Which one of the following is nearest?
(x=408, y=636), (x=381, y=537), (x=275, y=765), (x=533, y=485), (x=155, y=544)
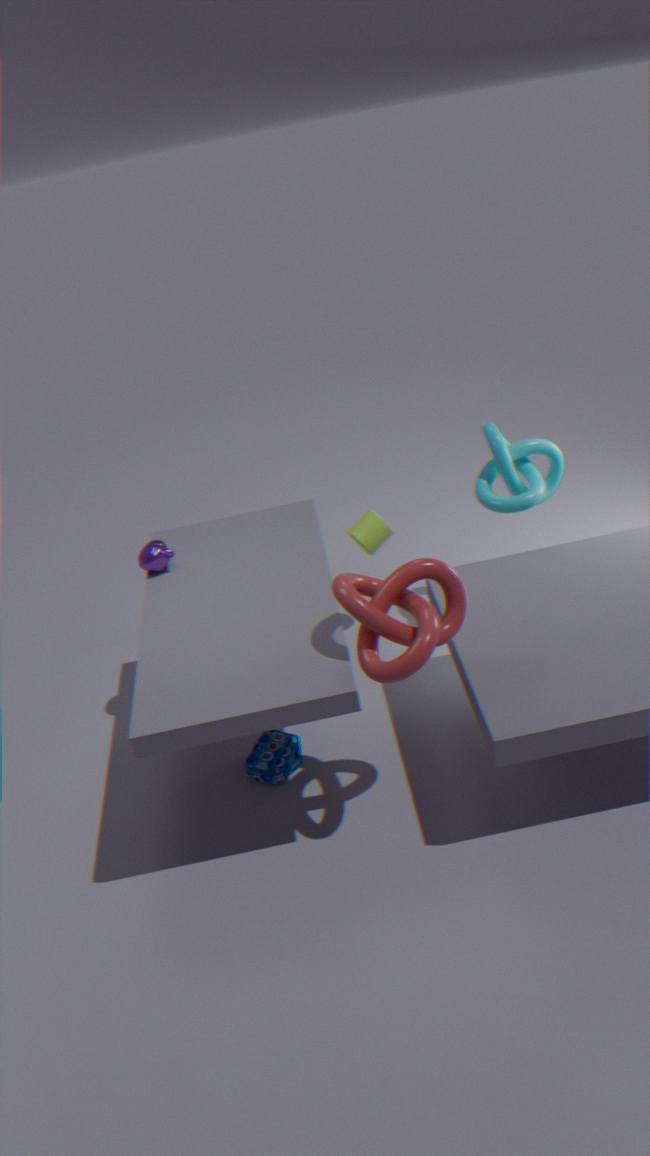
(x=408, y=636)
